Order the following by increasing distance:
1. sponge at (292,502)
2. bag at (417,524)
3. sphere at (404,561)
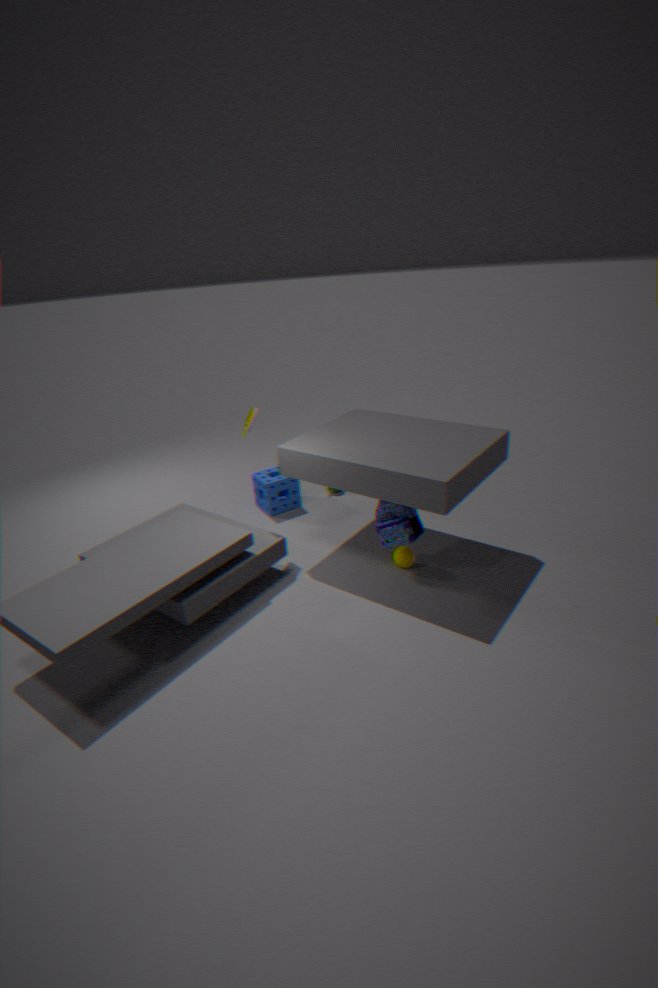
bag at (417,524), sphere at (404,561), sponge at (292,502)
